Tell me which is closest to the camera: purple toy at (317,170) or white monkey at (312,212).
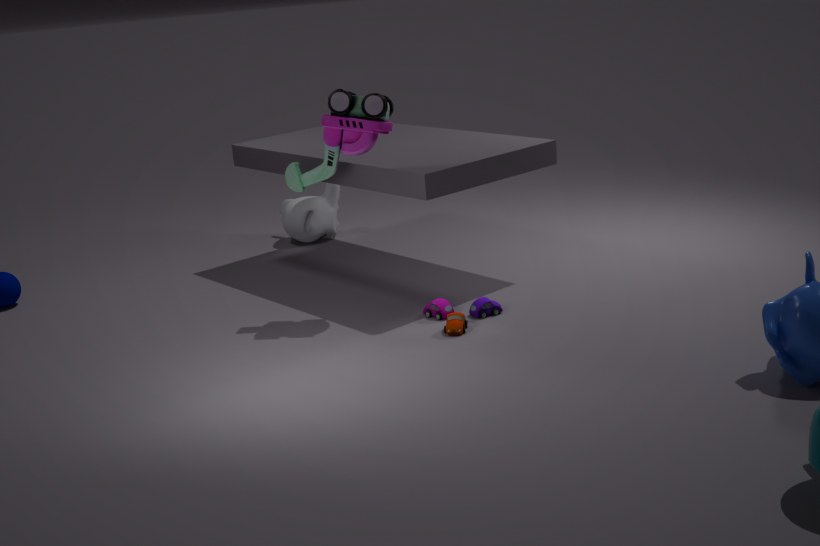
purple toy at (317,170)
